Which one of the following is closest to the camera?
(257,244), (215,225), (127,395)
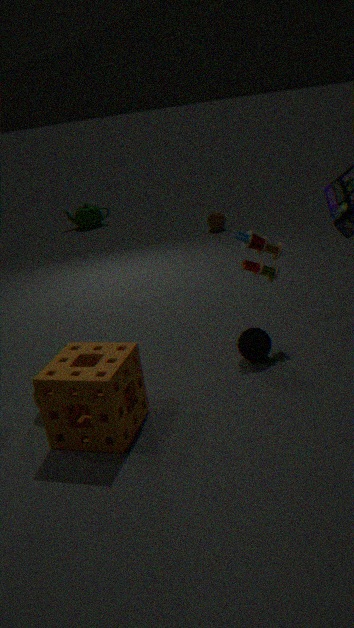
(127,395)
